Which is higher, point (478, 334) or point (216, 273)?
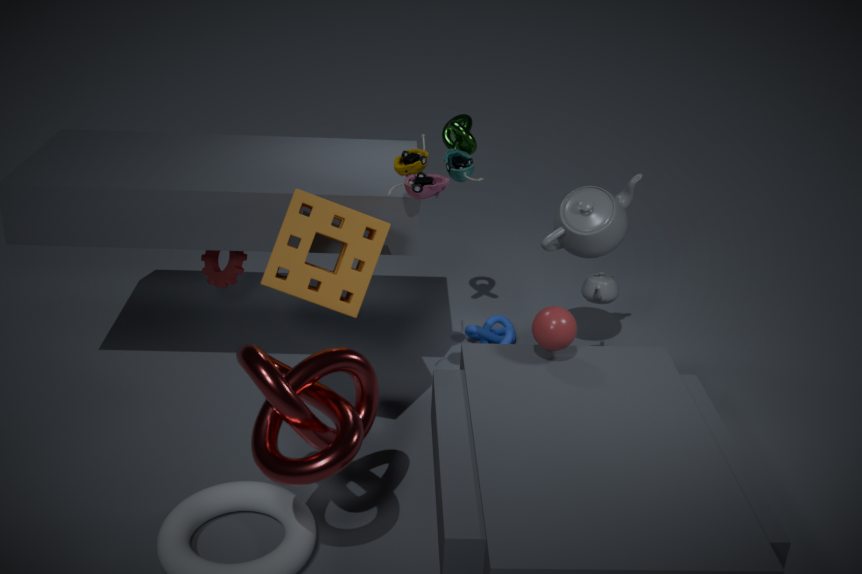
point (216, 273)
